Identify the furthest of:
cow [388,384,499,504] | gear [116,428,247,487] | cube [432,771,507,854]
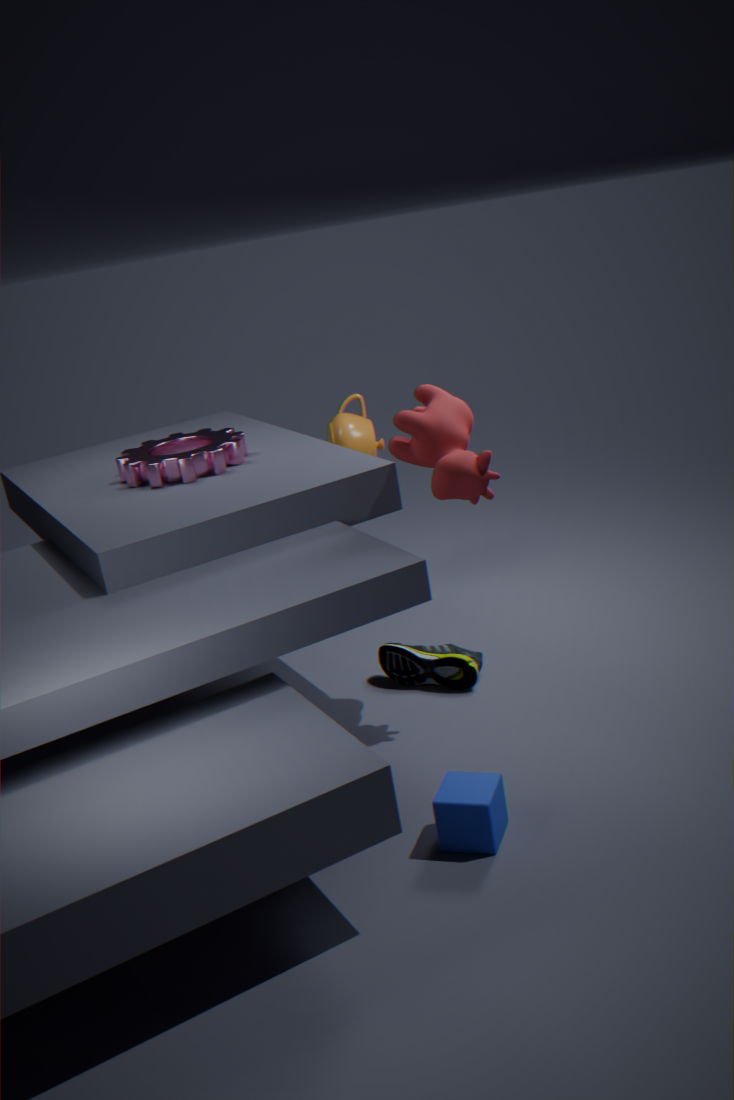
gear [116,428,247,487]
